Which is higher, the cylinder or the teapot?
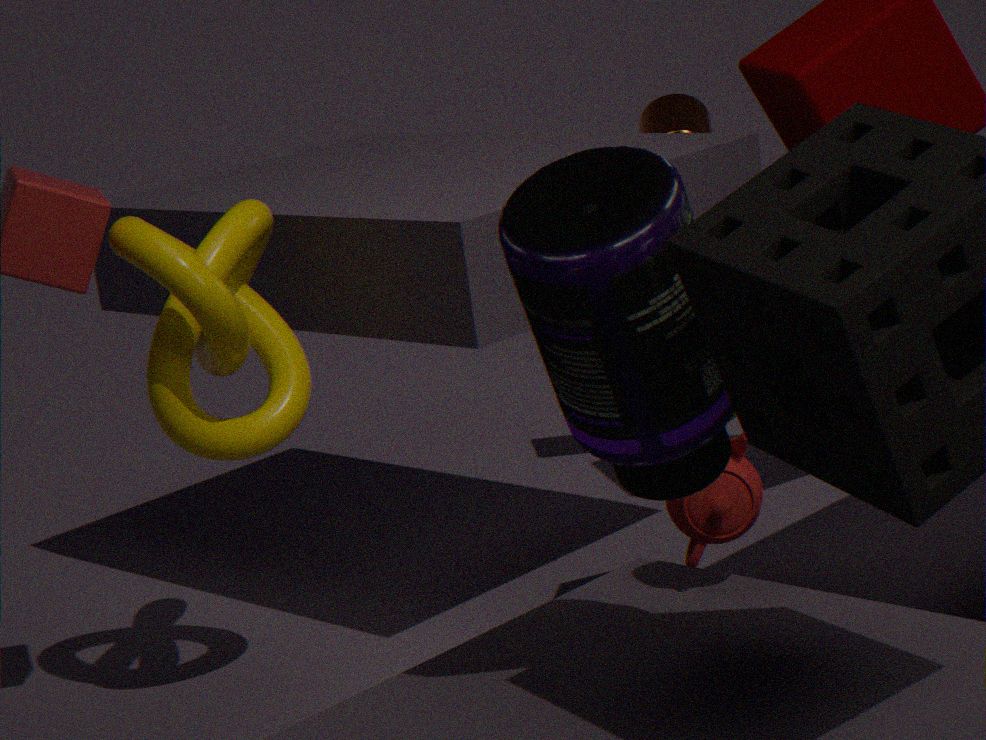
the cylinder
